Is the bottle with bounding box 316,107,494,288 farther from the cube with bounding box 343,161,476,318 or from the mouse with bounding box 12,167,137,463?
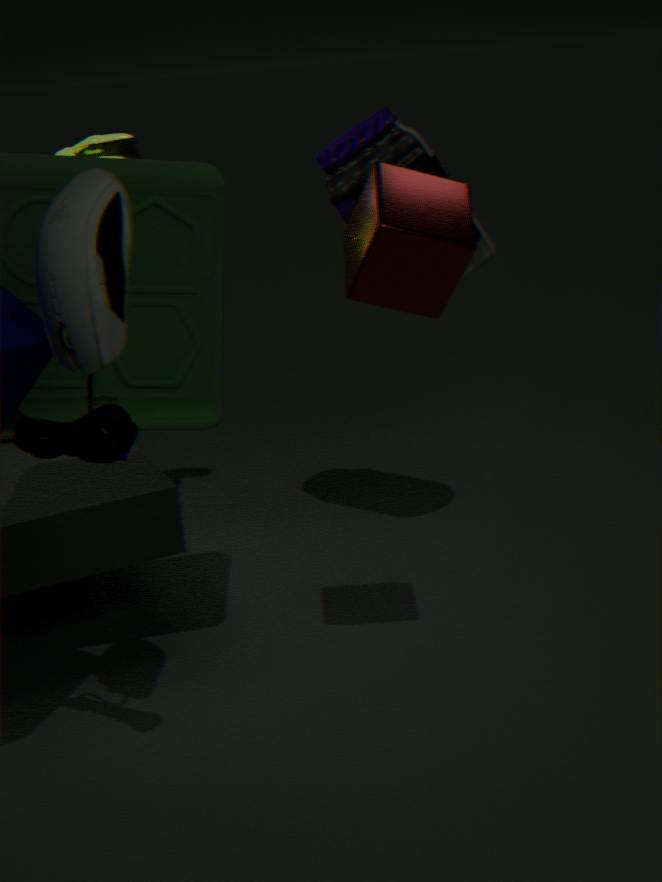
the mouse with bounding box 12,167,137,463
